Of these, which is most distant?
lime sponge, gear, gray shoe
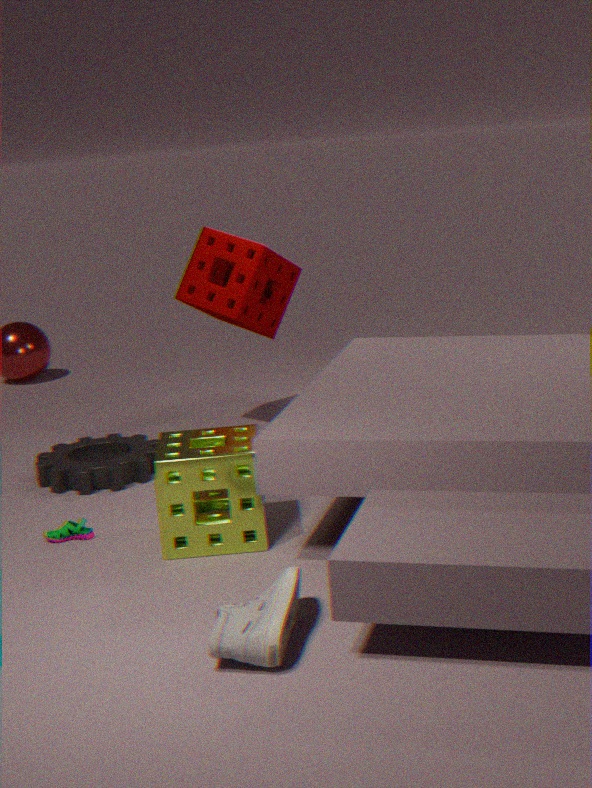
gear
